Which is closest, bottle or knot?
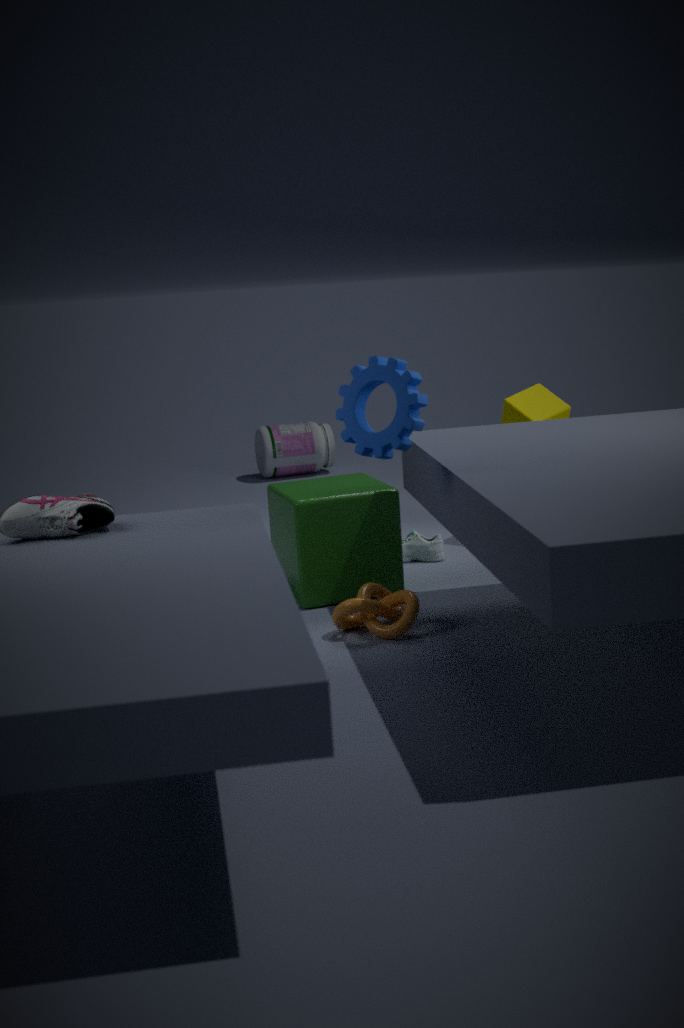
knot
